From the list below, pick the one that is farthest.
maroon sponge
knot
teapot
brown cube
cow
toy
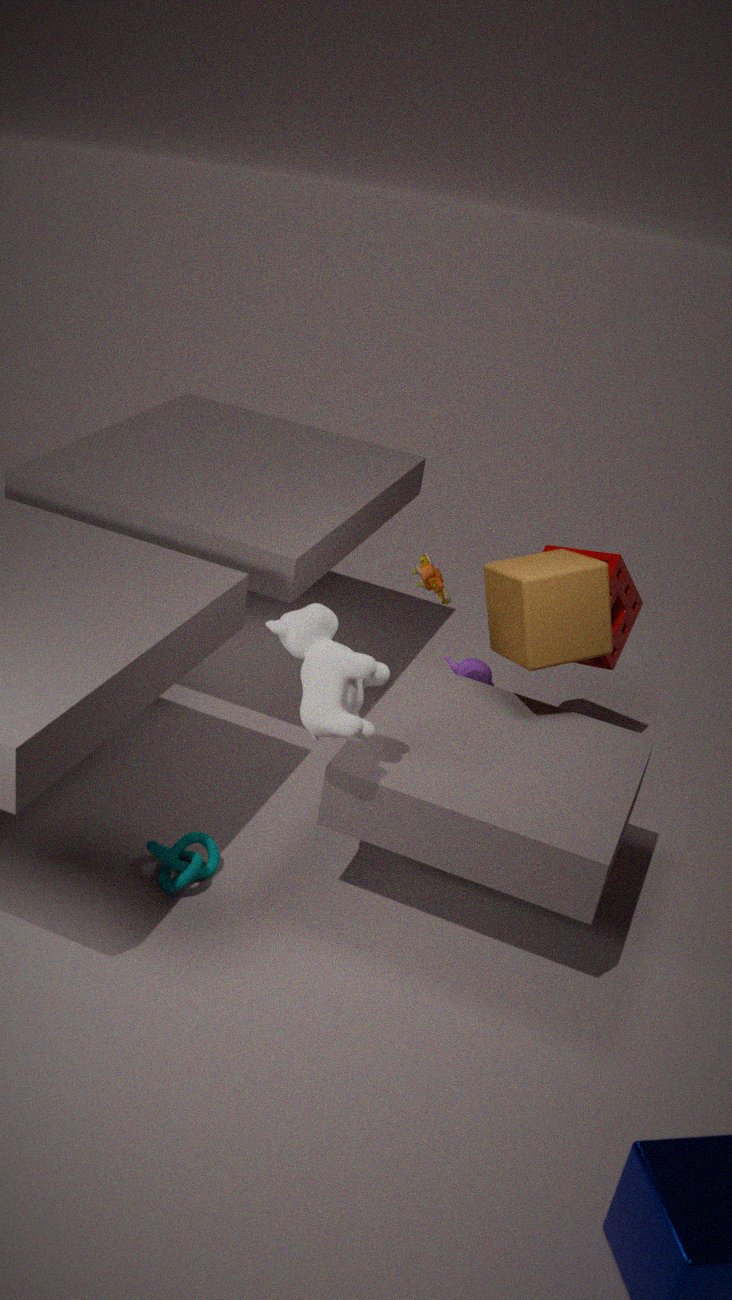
teapot
